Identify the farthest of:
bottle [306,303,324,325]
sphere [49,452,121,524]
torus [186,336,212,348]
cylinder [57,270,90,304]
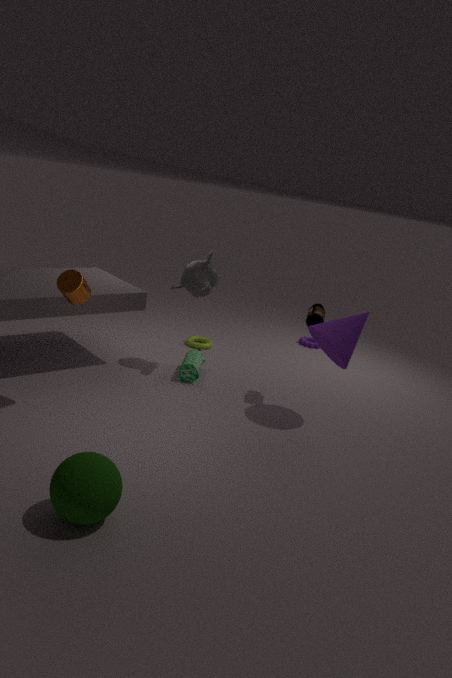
torus [186,336,212,348]
